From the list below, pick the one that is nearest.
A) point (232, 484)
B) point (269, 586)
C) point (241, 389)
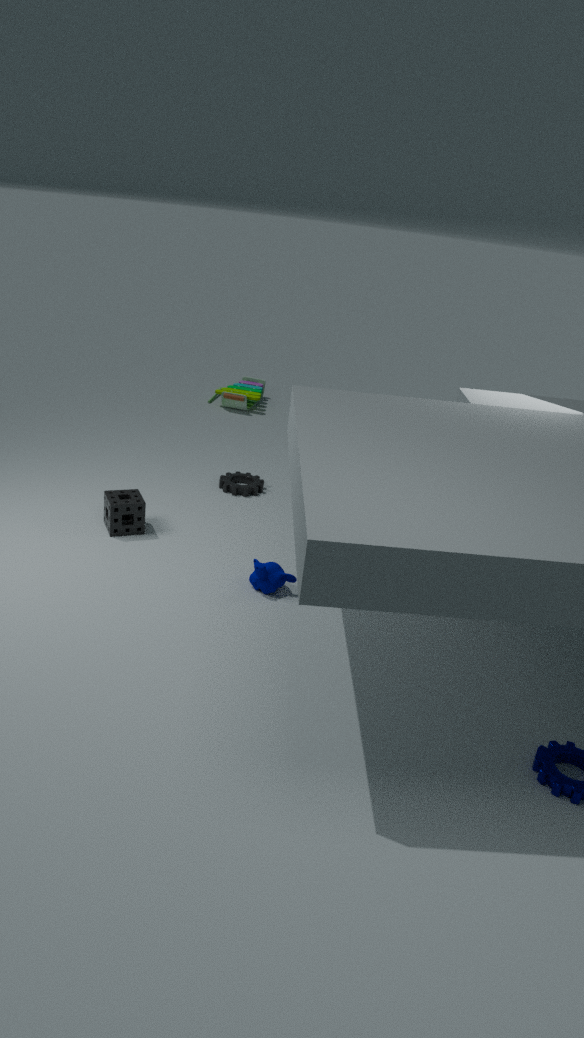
point (269, 586)
